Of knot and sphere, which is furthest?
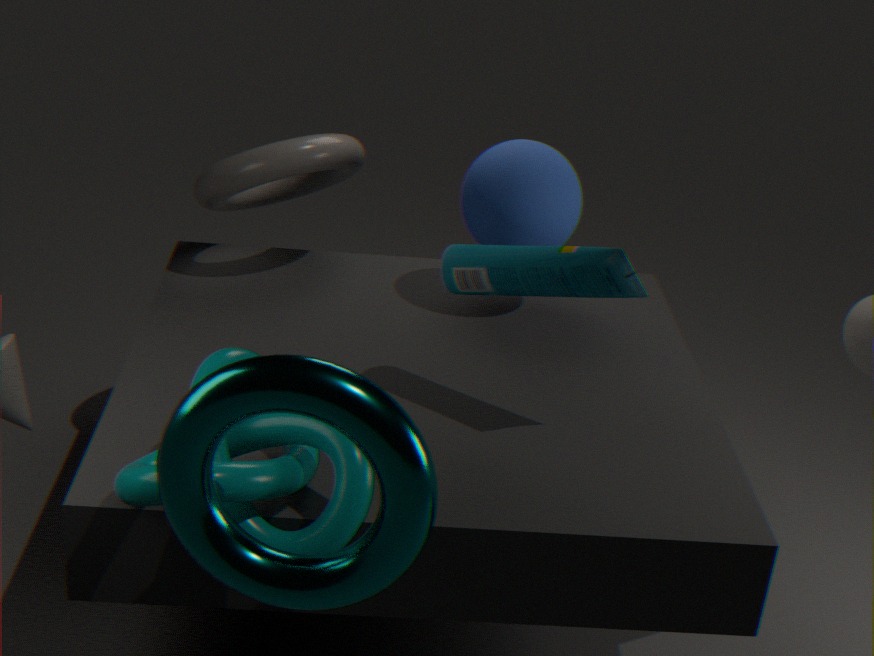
sphere
